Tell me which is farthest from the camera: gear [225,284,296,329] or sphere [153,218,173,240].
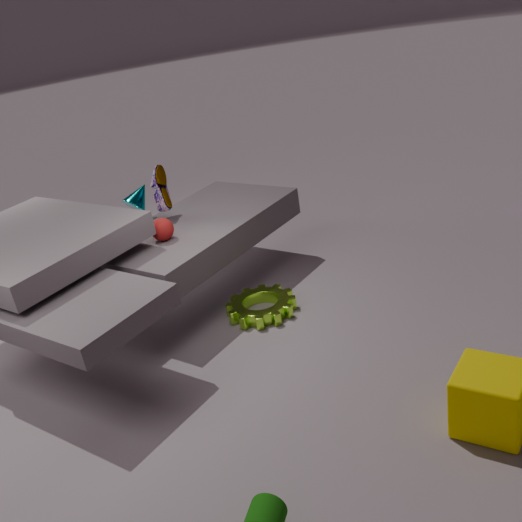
sphere [153,218,173,240]
